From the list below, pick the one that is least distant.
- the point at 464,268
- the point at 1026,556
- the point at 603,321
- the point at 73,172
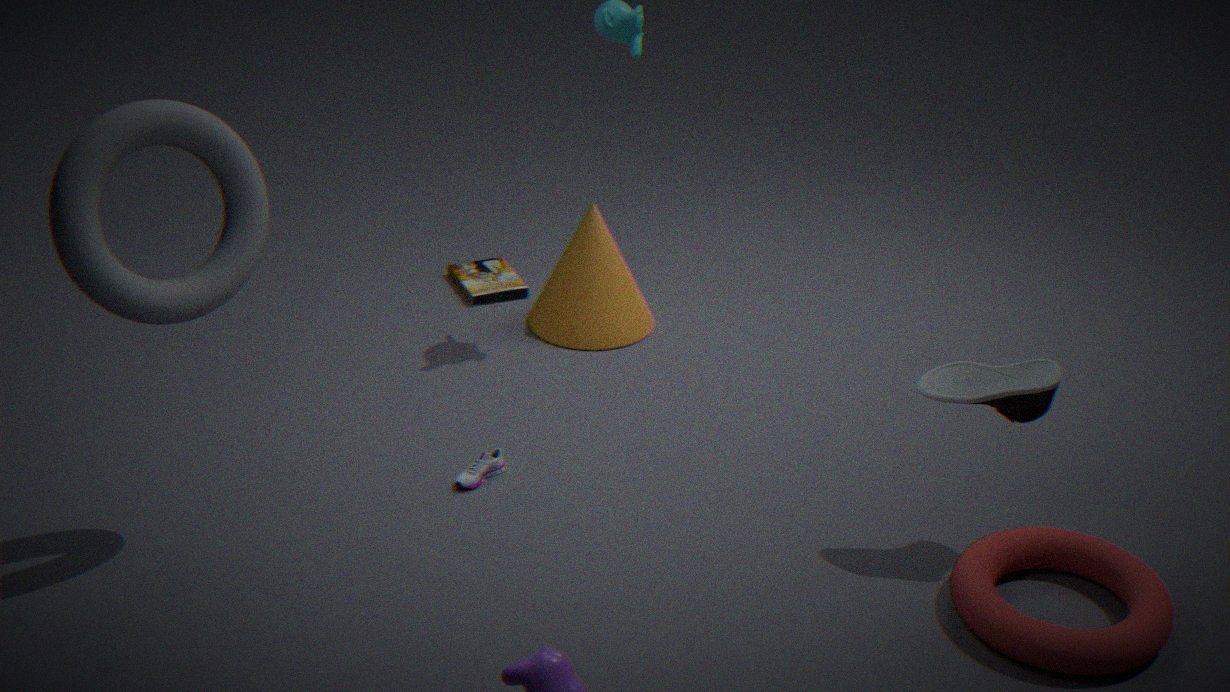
the point at 73,172
